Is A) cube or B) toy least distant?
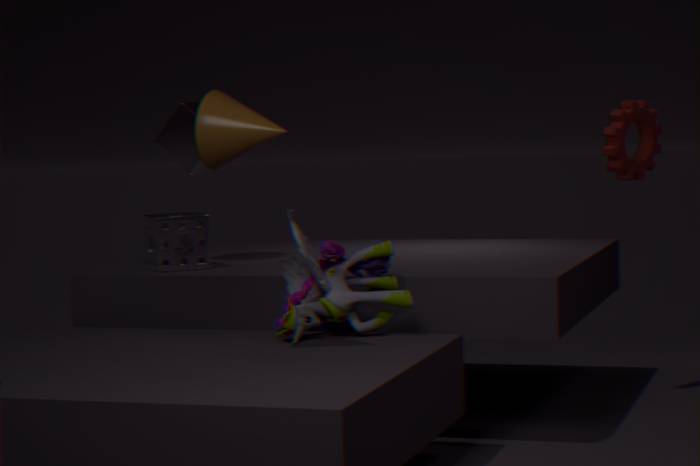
B. toy
